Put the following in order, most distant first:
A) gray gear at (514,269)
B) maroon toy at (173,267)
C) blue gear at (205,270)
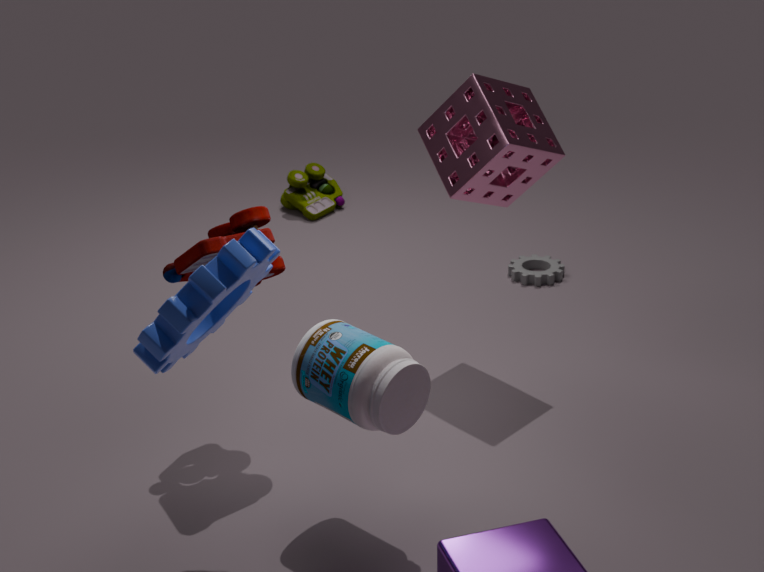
1. gray gear at (514,269)
2. maroon toy at (173,267)
3. blue gear at (205,270)
